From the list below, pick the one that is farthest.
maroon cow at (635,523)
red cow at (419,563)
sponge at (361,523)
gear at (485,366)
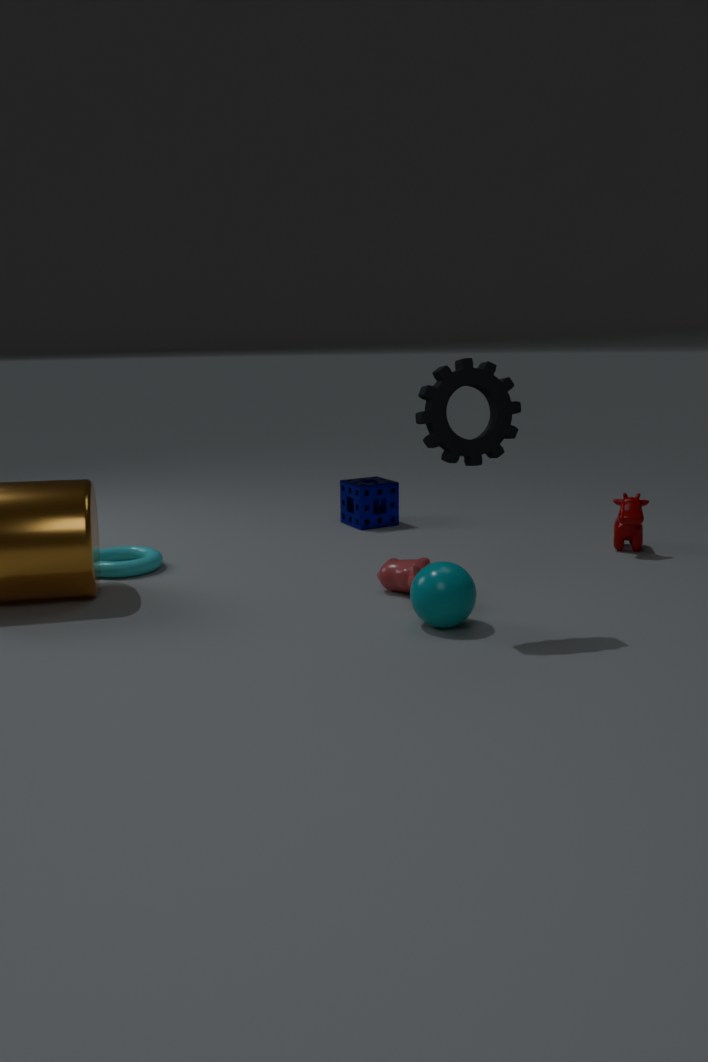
sponge at (361,523)
